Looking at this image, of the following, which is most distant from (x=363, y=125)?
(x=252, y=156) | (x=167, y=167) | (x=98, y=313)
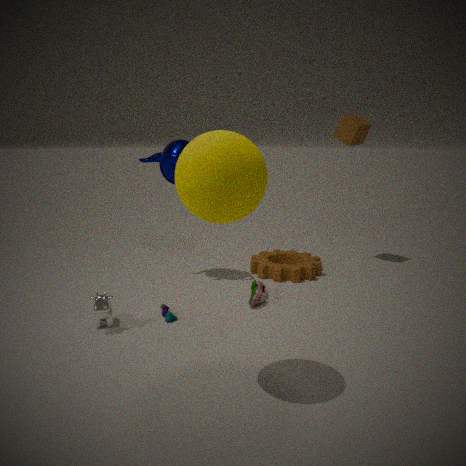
(x=98, y=313)
